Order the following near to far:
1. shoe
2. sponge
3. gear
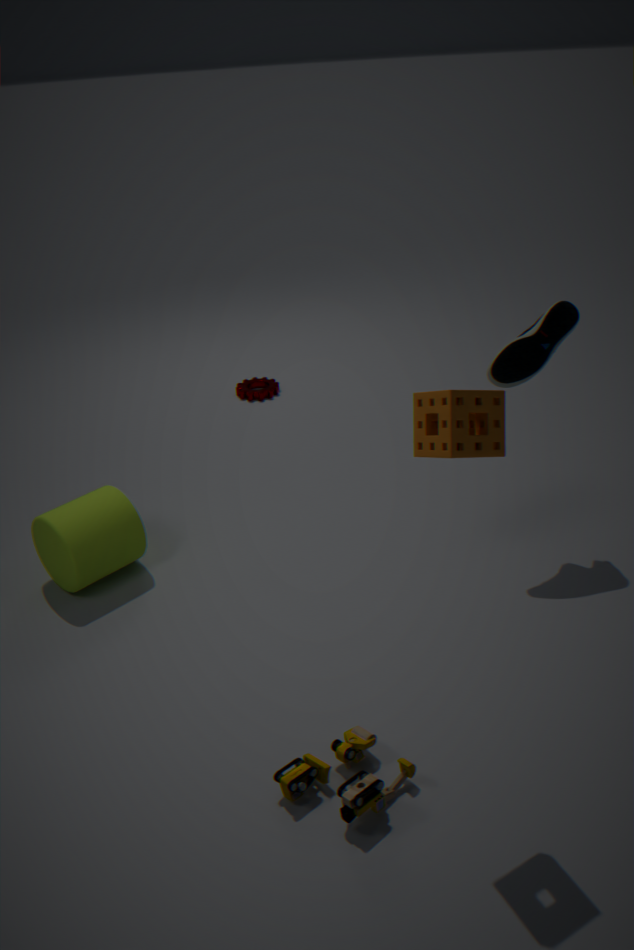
sponge → shoe → gear
